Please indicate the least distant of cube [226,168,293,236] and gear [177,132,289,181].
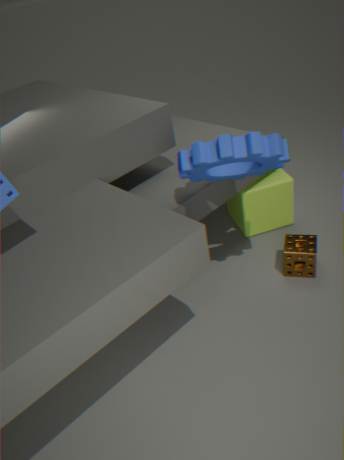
gear [177,132,289,181]
